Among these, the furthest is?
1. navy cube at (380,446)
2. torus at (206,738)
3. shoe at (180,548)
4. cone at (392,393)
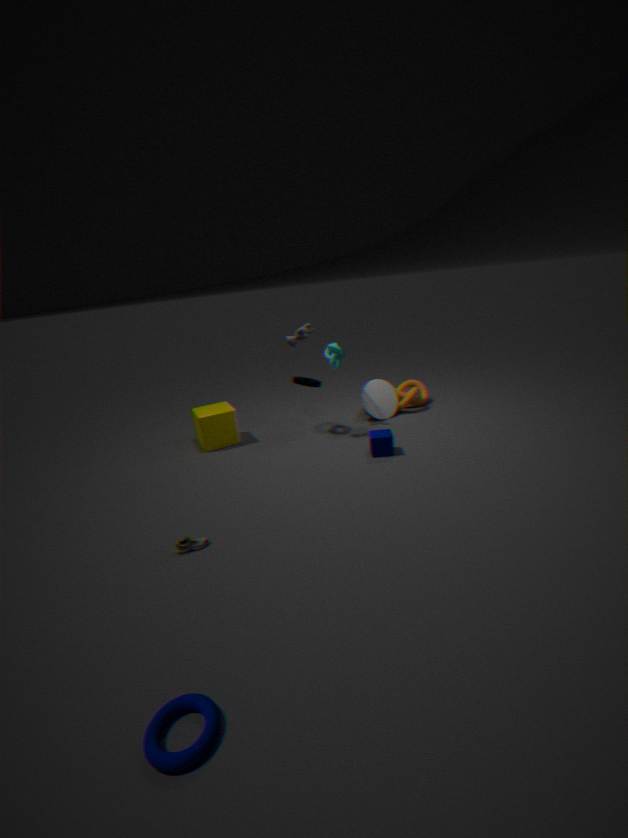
cone at (392,393)
